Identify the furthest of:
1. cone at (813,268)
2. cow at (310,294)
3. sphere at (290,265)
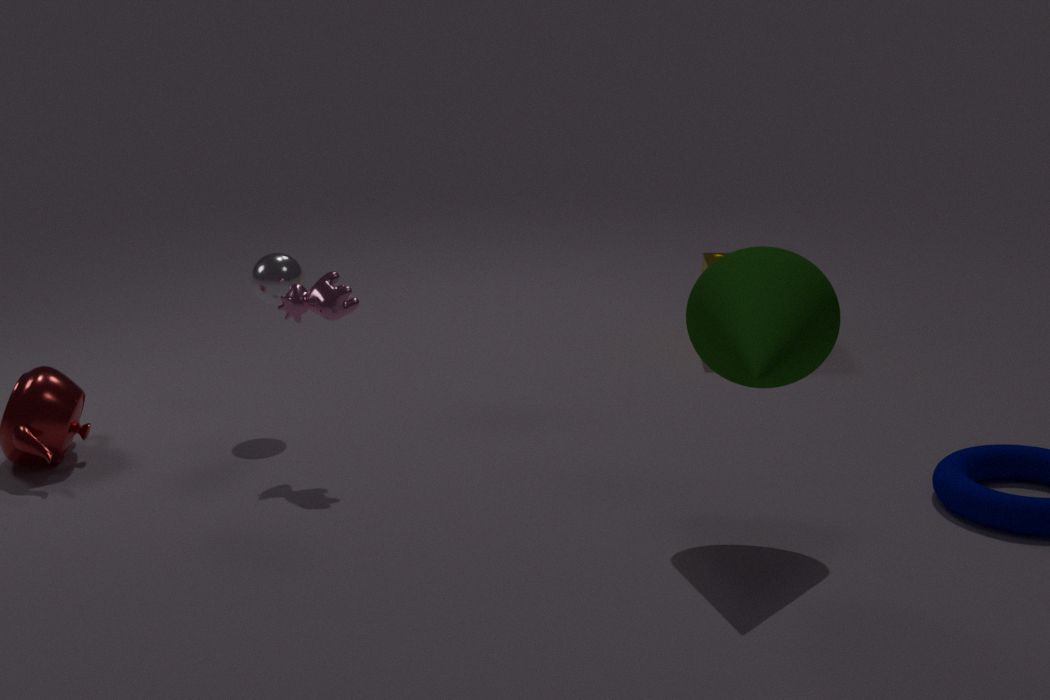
sphere at (290,265)
